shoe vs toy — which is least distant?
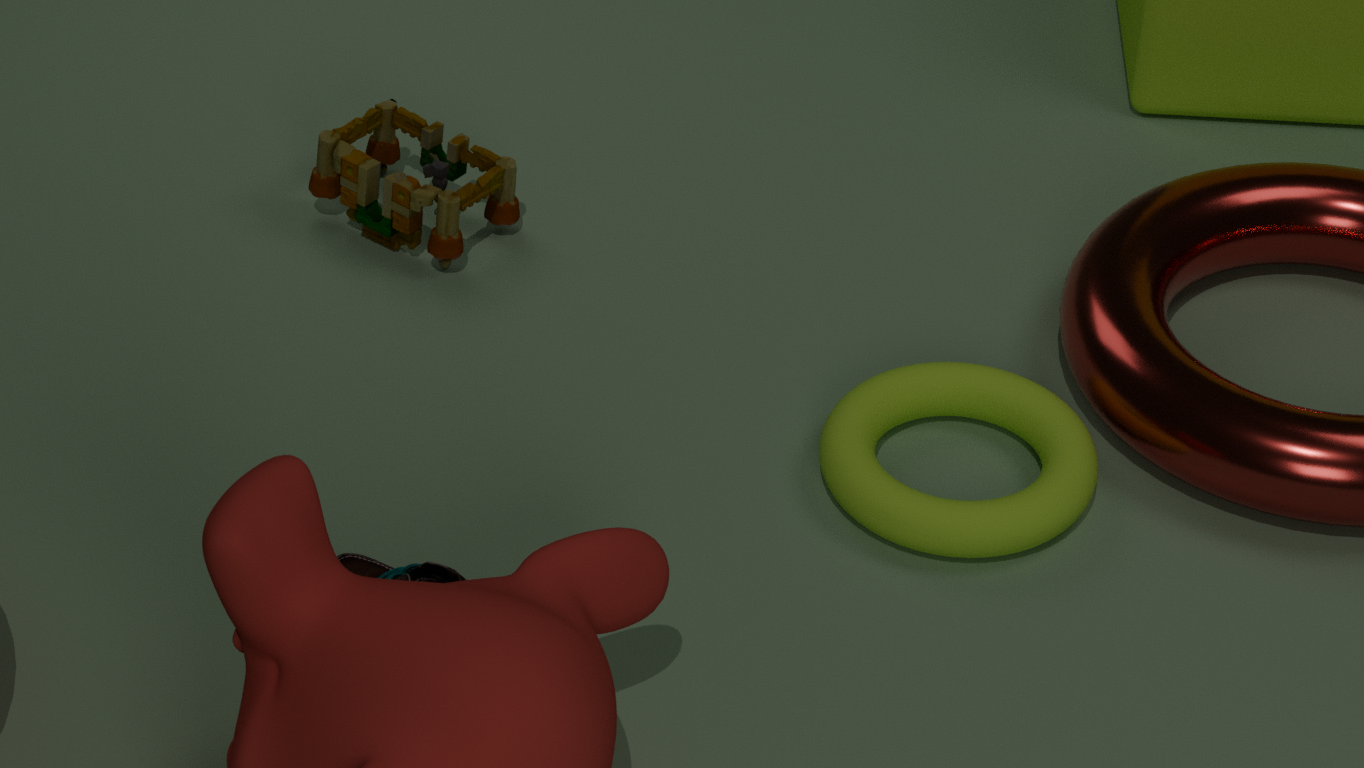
shoe
